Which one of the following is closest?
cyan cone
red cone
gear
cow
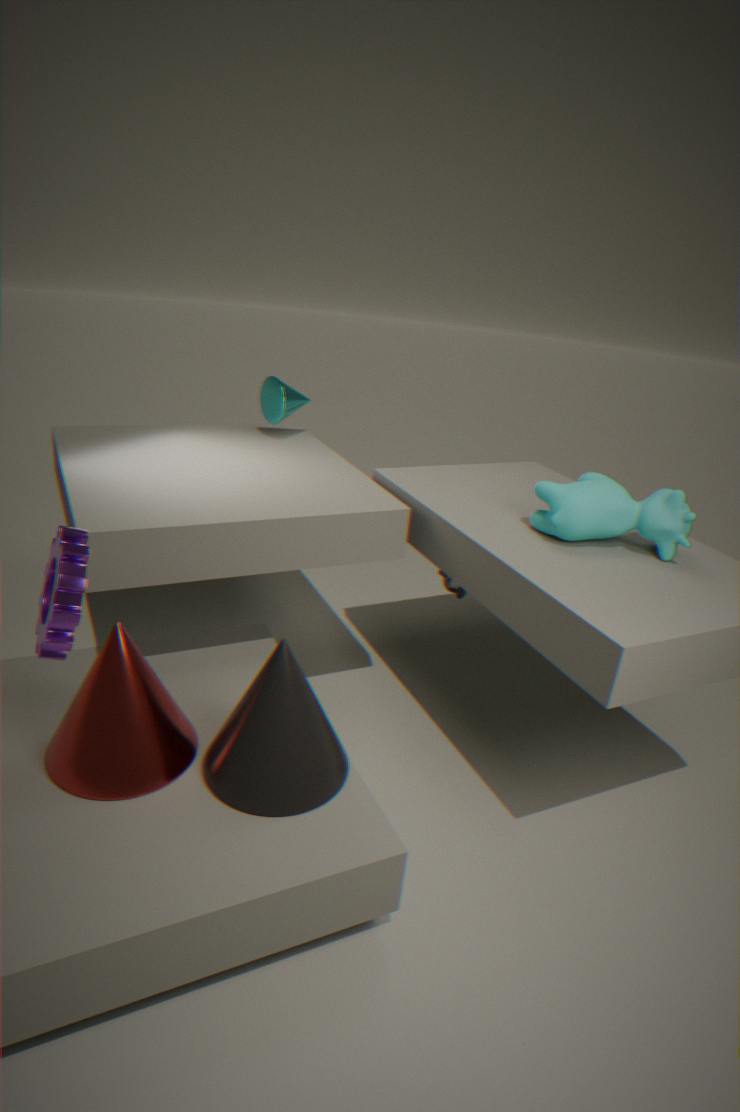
gear
